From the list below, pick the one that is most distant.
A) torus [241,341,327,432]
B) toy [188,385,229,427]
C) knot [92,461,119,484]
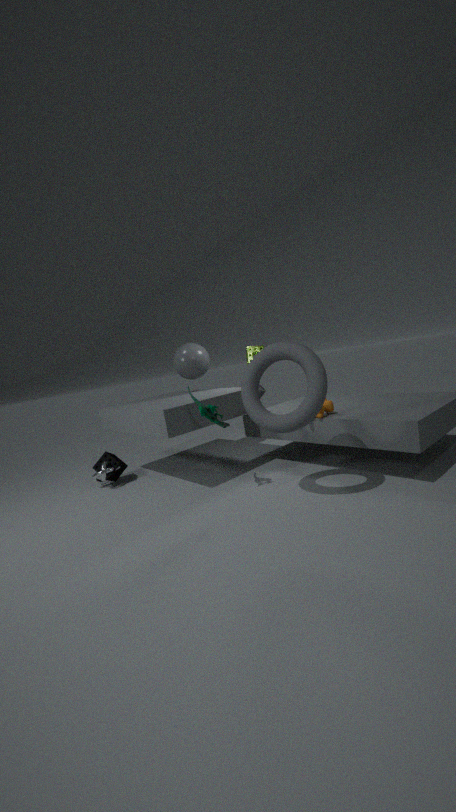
knot [92,461,119,484]
